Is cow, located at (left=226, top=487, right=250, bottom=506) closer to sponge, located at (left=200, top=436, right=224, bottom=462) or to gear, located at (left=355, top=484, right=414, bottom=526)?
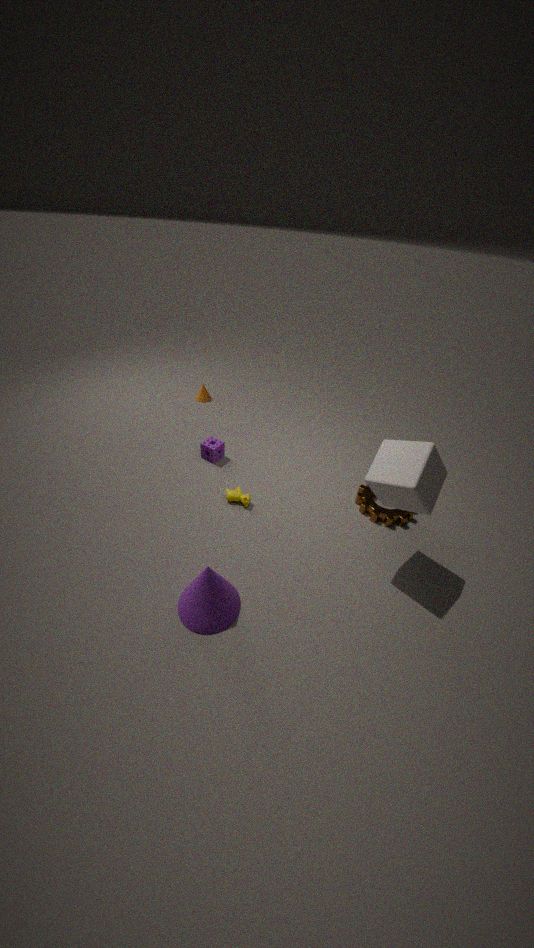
sponge, located at (left=200, top=436, right=224, bottom=462)
